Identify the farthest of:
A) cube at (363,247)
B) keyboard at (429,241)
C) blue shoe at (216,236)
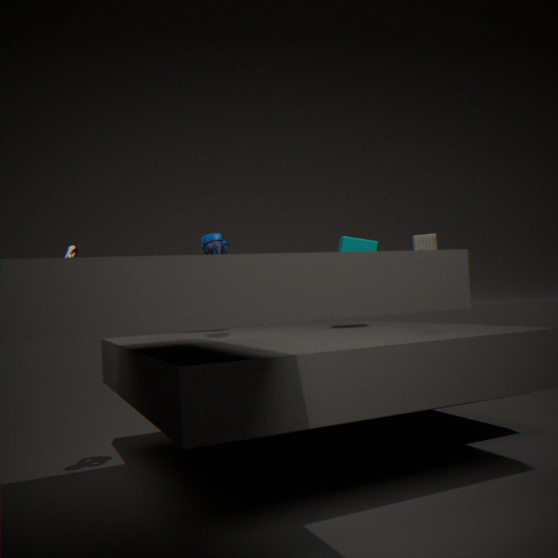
A. cube at (363,247)
